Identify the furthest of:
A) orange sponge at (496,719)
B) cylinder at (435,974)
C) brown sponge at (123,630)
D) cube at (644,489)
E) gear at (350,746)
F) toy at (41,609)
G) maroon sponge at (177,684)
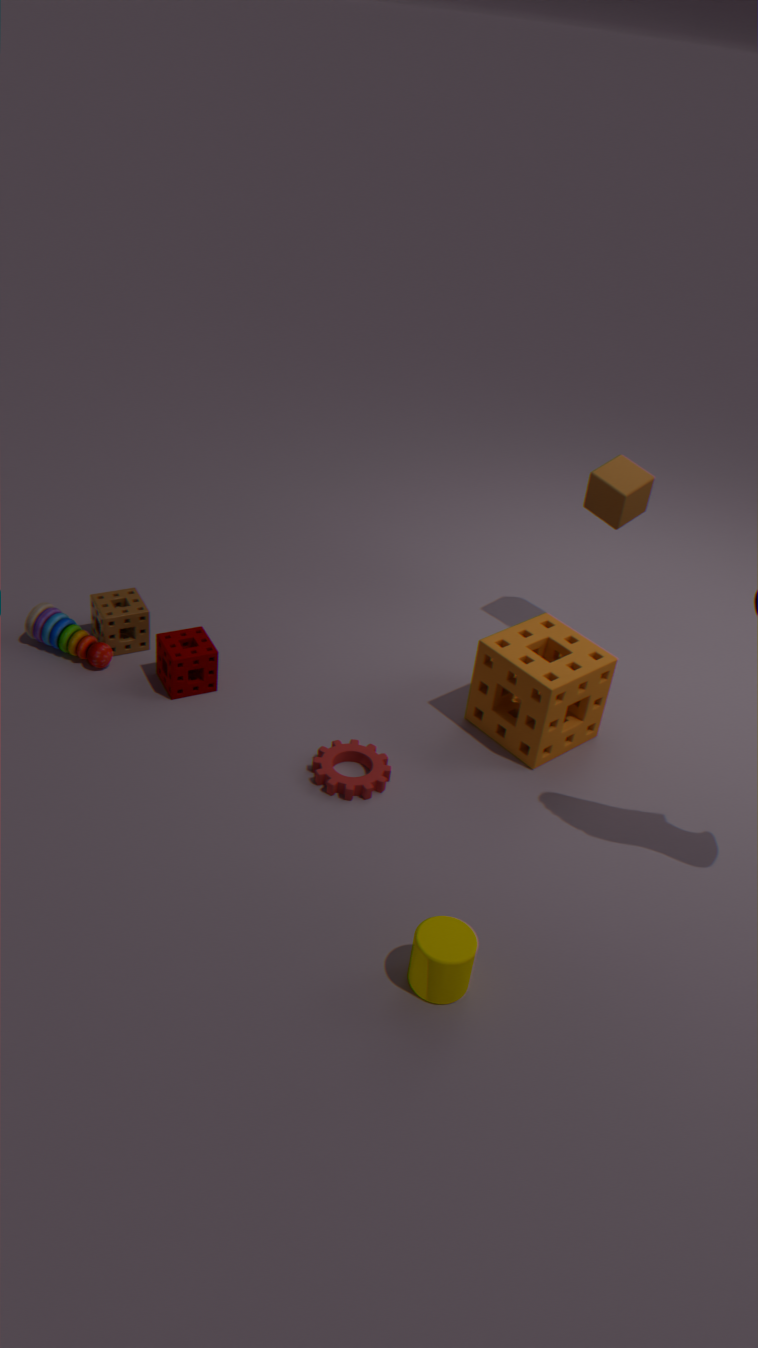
D. cube at (644,489)
